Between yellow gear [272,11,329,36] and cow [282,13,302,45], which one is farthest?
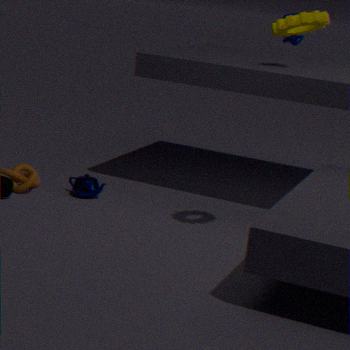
cow [282,13,302,45]
